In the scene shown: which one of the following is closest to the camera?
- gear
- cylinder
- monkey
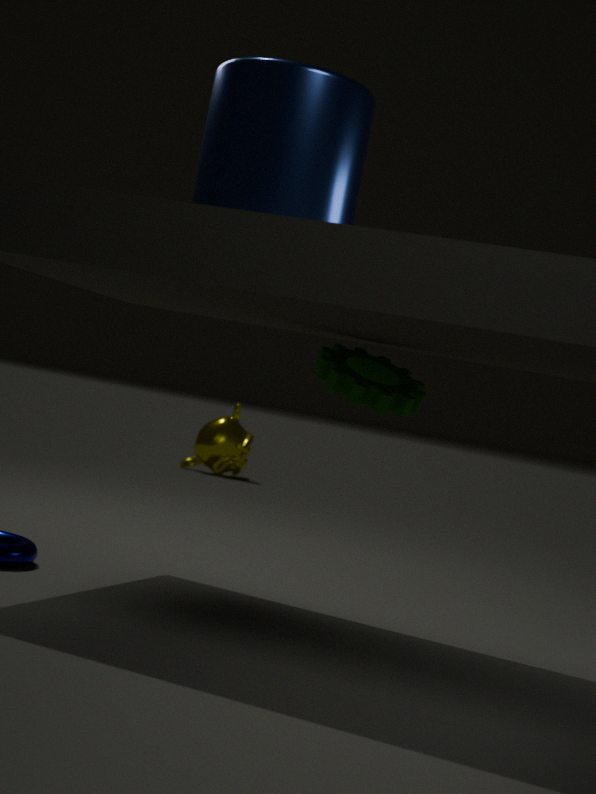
cylinder
